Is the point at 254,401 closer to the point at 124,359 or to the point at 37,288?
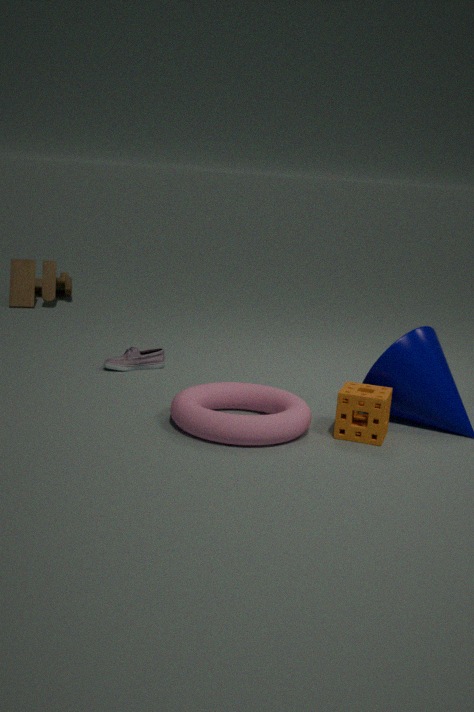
the point at 124,359
